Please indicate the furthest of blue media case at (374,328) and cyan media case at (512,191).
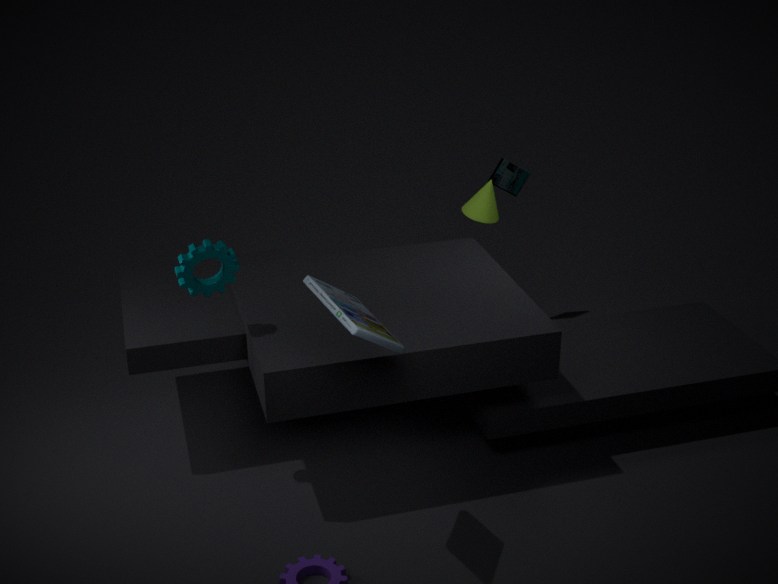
cyan media case at (512,191)
